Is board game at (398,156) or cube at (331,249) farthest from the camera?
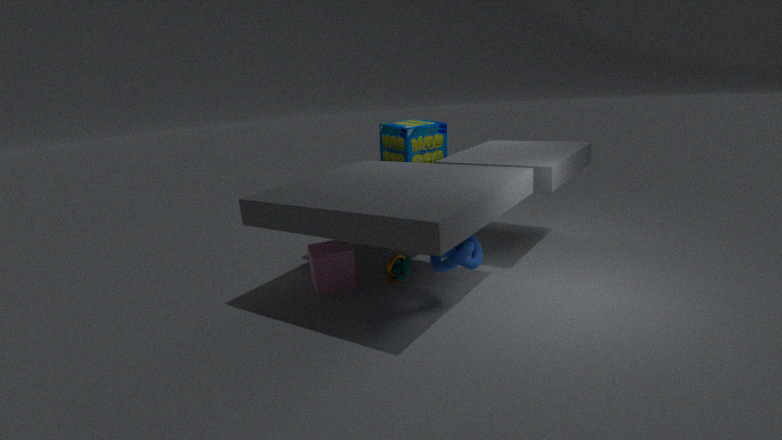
board game at (398,156)
